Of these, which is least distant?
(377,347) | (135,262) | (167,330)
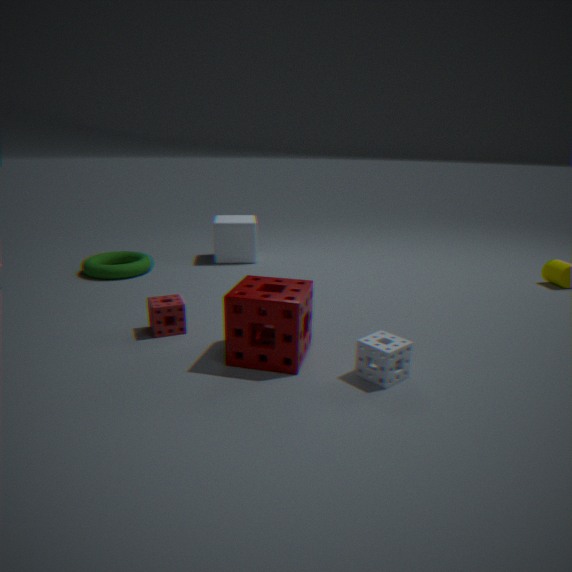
(377,347)
